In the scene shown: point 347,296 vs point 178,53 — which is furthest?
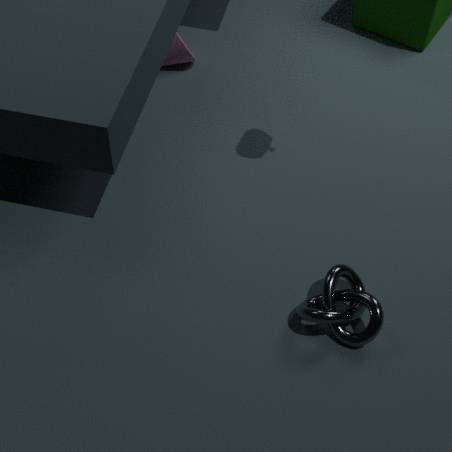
point 178,53
